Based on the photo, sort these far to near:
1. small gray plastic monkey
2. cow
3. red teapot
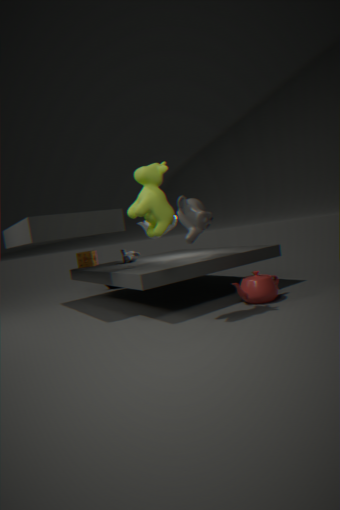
small gray plastic monkey < red teapot < cow
